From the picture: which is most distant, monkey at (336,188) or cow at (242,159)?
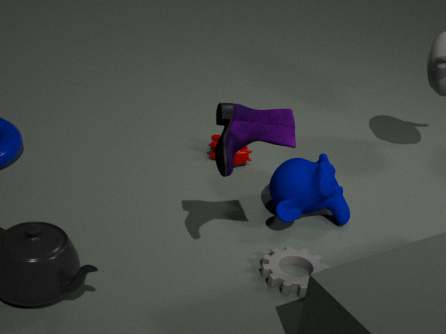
cow at (242,159)
